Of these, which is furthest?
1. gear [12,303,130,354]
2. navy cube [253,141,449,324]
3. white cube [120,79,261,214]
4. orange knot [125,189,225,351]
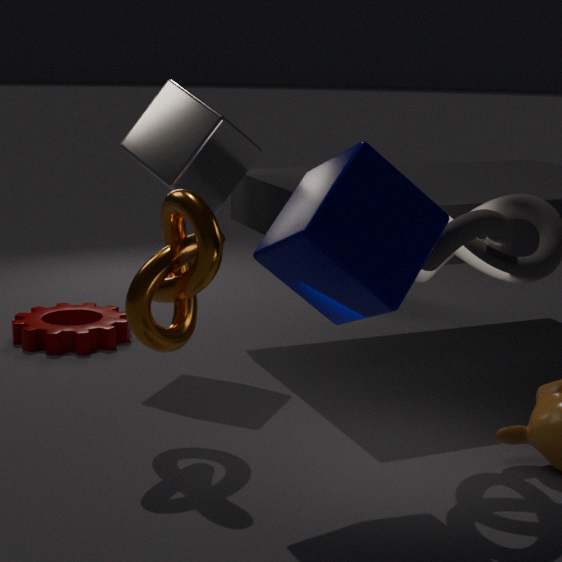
gear [12,303,130,354]
